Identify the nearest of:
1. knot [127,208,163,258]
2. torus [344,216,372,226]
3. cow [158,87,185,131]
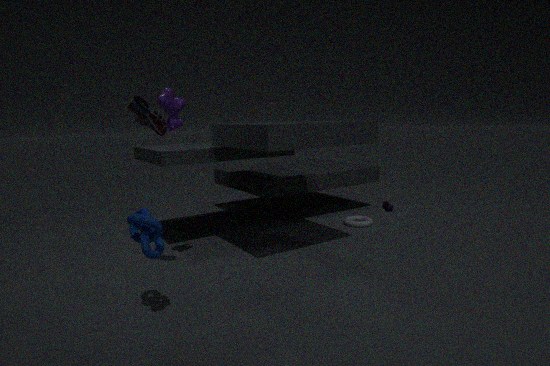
knot [127,208,163,258]
